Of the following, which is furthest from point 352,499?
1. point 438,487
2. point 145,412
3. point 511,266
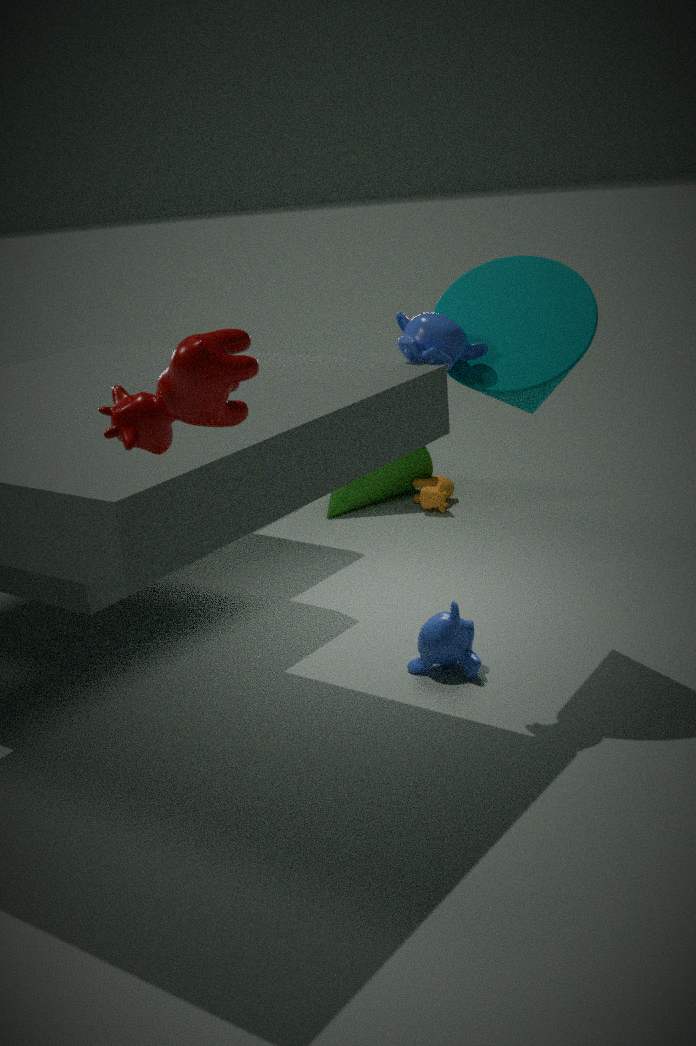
point 145,412
